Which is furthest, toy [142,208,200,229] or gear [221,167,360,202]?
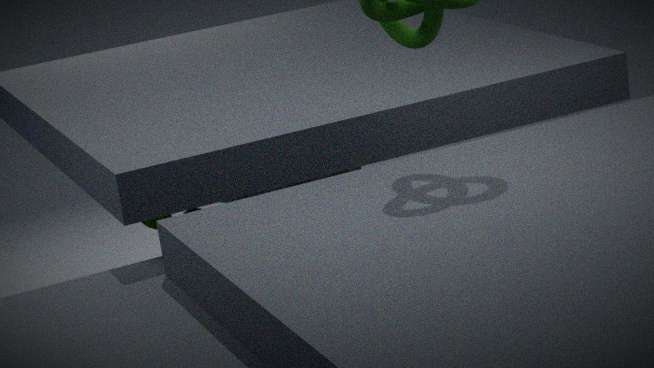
gear [221,167,360,202]
